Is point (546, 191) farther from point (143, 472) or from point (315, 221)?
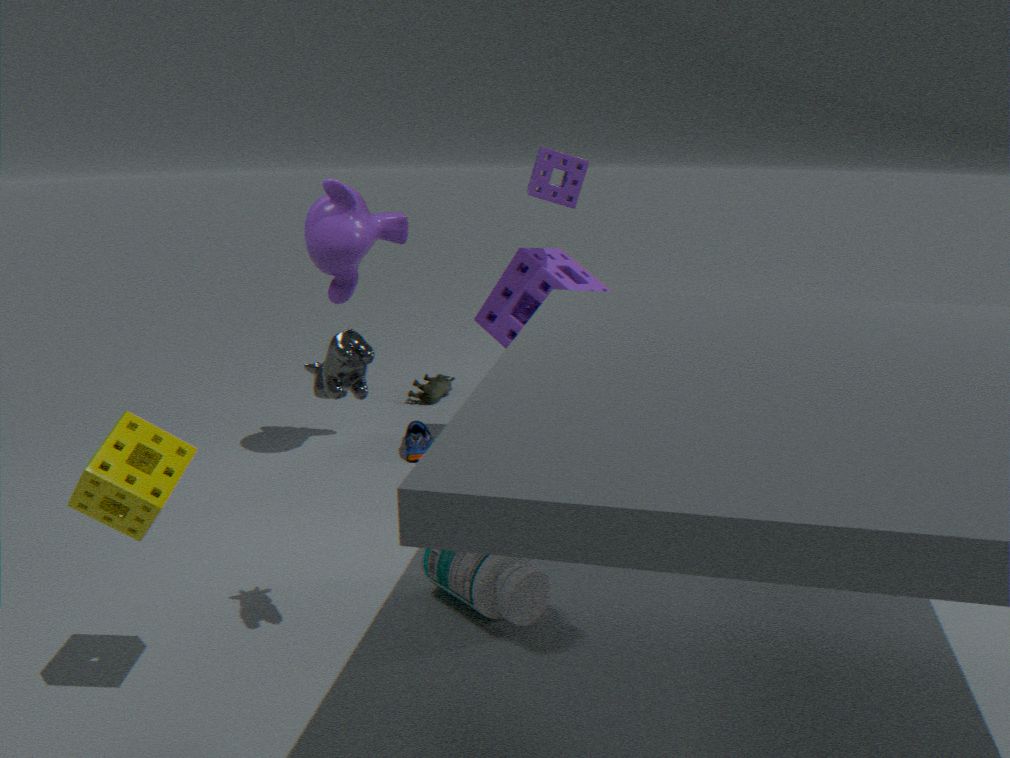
point (143, 472)
